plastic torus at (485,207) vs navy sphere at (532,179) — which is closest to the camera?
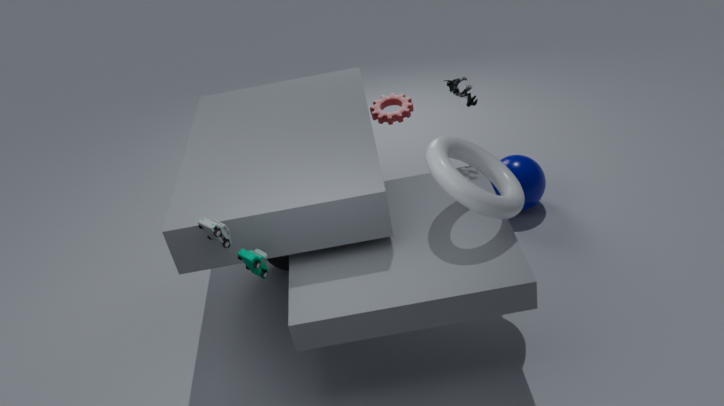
plastic torus at (485,207)
